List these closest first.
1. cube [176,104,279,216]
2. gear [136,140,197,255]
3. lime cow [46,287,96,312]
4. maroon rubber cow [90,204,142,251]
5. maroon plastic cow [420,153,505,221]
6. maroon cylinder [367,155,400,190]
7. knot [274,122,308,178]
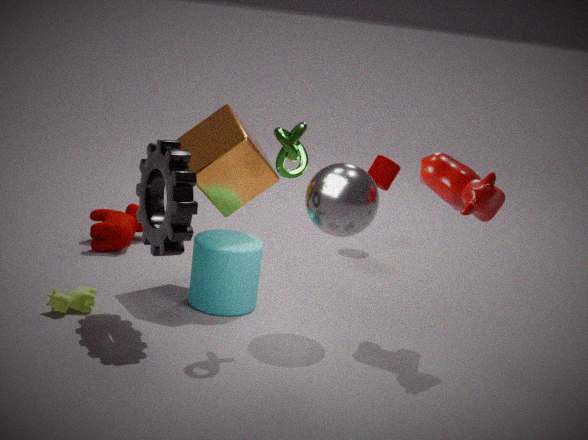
knot [274,122,308,178] < gear [136,140,197,255] < maroon plastic cow [420,153,505,221] < lime cow [46,287,96,312] < cube [176,104,279,216] < maroon rubber cow [90,204,142,251] < maroon cylinder [367,155,400,190]
